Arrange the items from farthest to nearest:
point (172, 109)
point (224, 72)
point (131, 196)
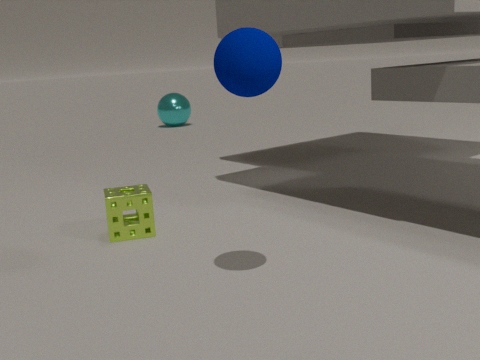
point (172, 109)
point (131, 196)
point (224, 72)
